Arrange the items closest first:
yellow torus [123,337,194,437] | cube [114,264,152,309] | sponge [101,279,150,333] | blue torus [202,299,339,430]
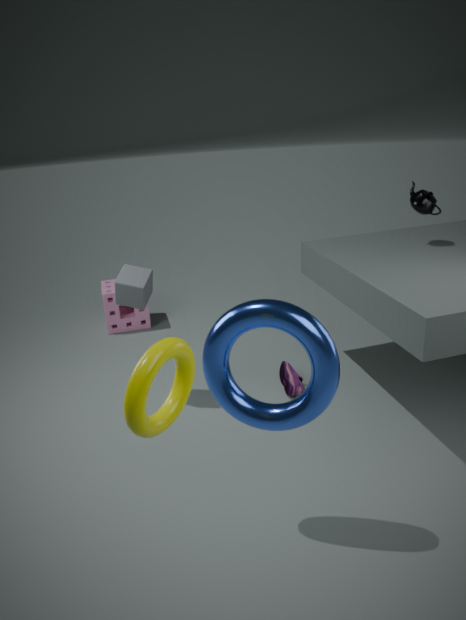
yellow torus [123,337,194,437], blue torus [202,299,339,430], cube [114,264,152,309], sponge [101,279,150,333]
